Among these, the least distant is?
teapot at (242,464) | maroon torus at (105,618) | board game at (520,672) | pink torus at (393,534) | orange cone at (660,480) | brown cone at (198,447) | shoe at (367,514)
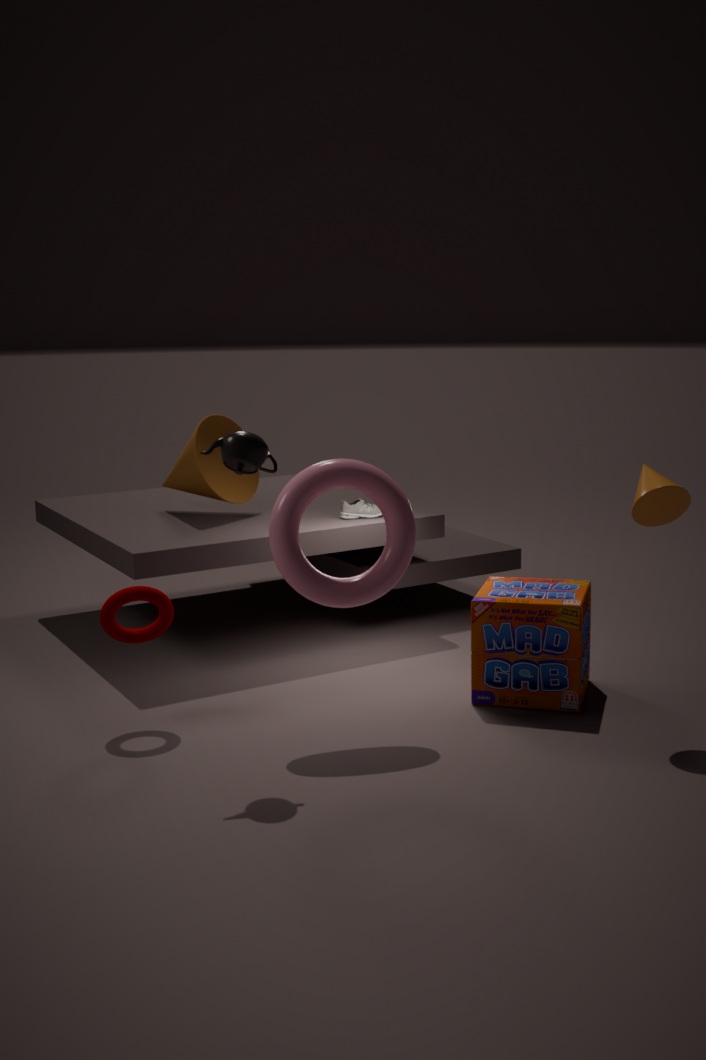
teapot at (242,464)
